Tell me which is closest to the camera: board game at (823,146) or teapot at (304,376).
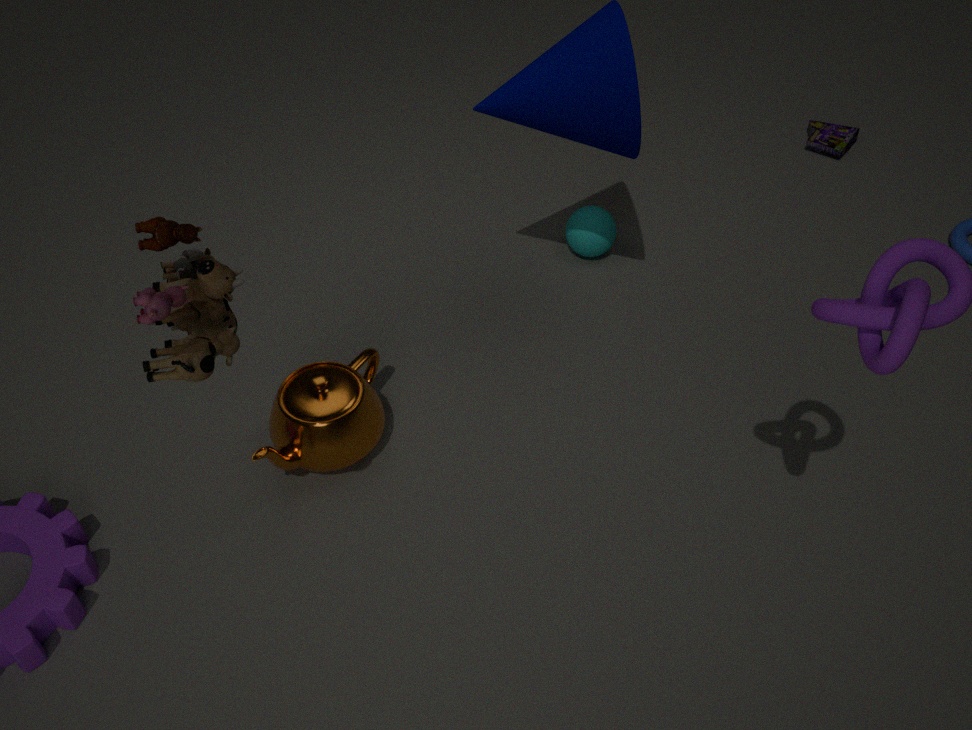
teapot at (304,376)
